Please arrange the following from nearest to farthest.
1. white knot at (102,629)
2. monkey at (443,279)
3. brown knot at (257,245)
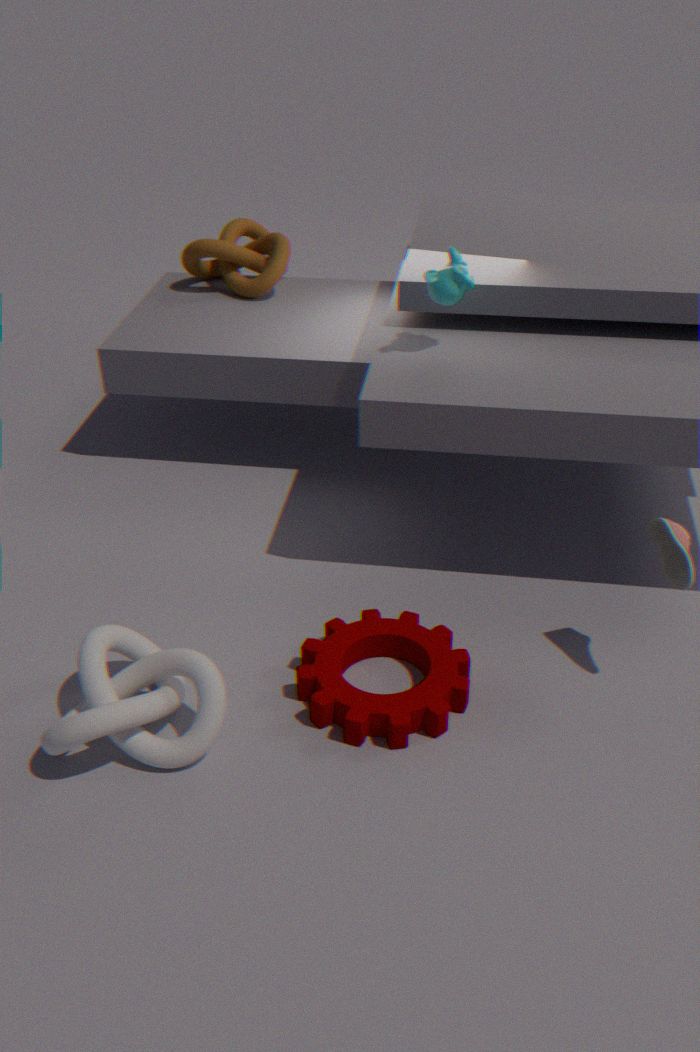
white knot at (102,629)
monkey at (443,279)
brown knot at (257,245)
